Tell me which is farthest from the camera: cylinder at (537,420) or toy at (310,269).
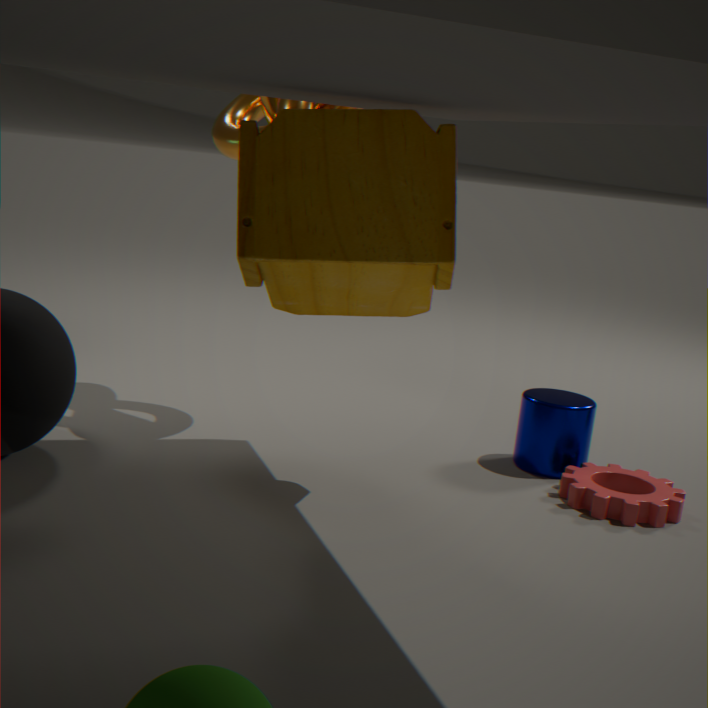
cylinder at (537,420)
